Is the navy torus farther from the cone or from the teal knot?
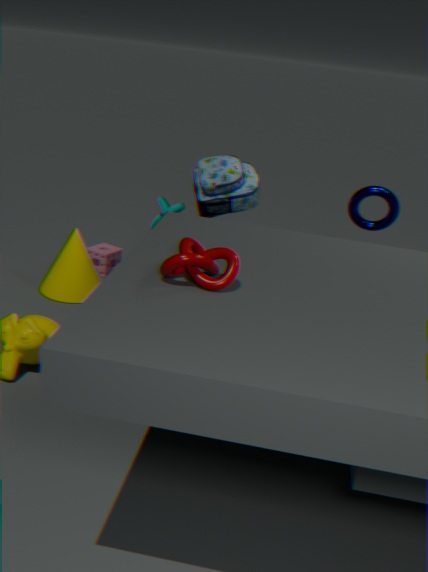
the cone
